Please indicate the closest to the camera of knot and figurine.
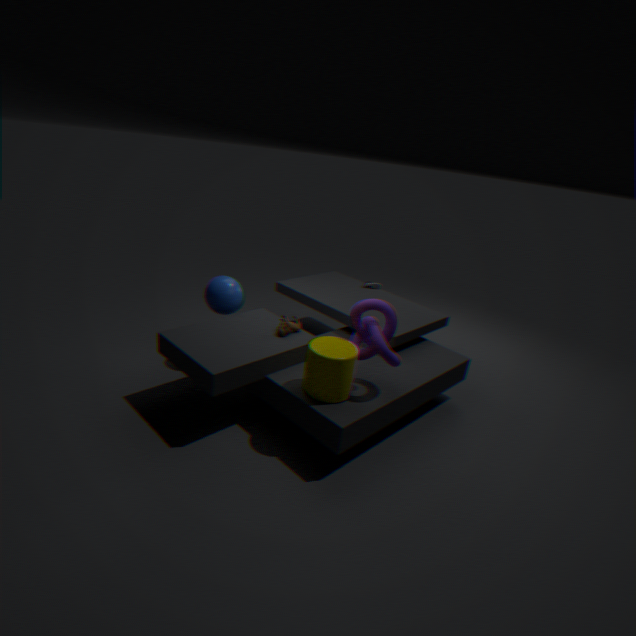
knot
